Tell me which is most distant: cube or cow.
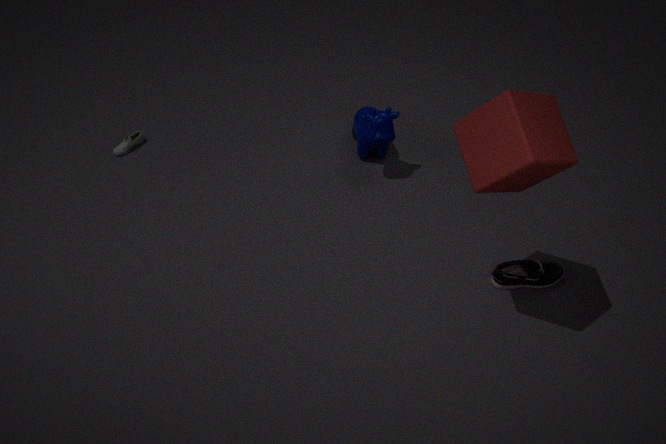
cow
